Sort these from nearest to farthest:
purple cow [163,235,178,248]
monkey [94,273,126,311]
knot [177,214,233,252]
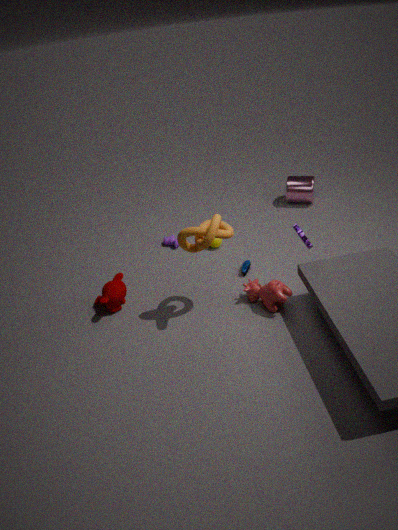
knot [177,214,233,252], monkey [94,273,126,311], purple cow [163,235,178,248]
